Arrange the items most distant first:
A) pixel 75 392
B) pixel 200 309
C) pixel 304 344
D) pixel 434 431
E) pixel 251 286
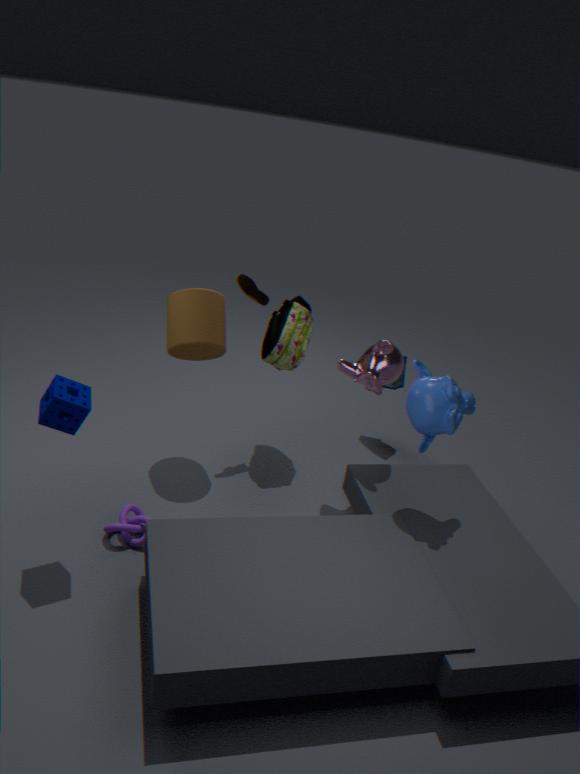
pixel 304 344 → pixel 251 286 → pixel 200 309 → pixel 434 431 → pixel 75 392
